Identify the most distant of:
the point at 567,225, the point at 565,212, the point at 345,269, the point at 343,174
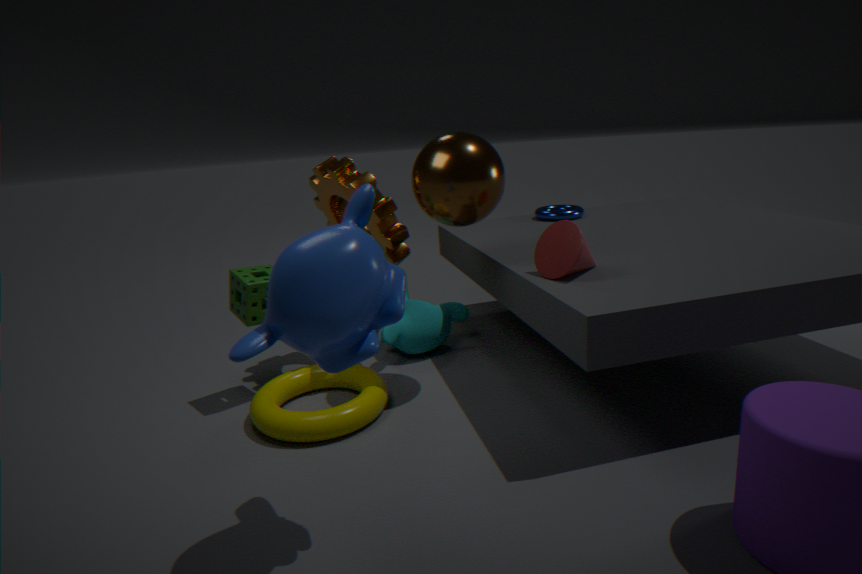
the point at 565,212
